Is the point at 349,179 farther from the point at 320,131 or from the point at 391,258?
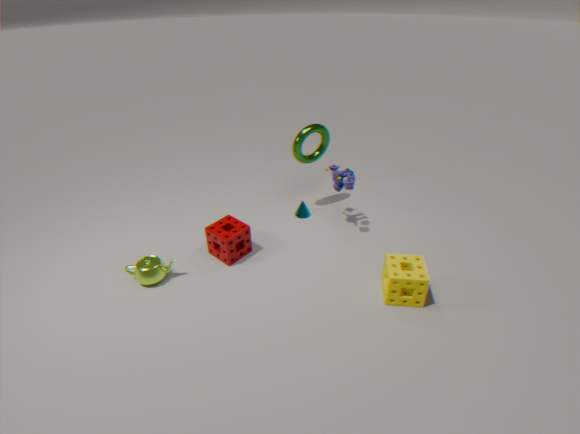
the point at 391,258
